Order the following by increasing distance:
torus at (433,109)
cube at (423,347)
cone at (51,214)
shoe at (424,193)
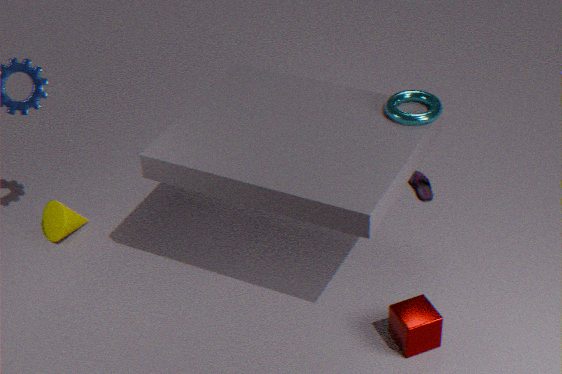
cube at (423,347) < torus at (433,109) < cone at (51,214) < shoe at (424,193)
